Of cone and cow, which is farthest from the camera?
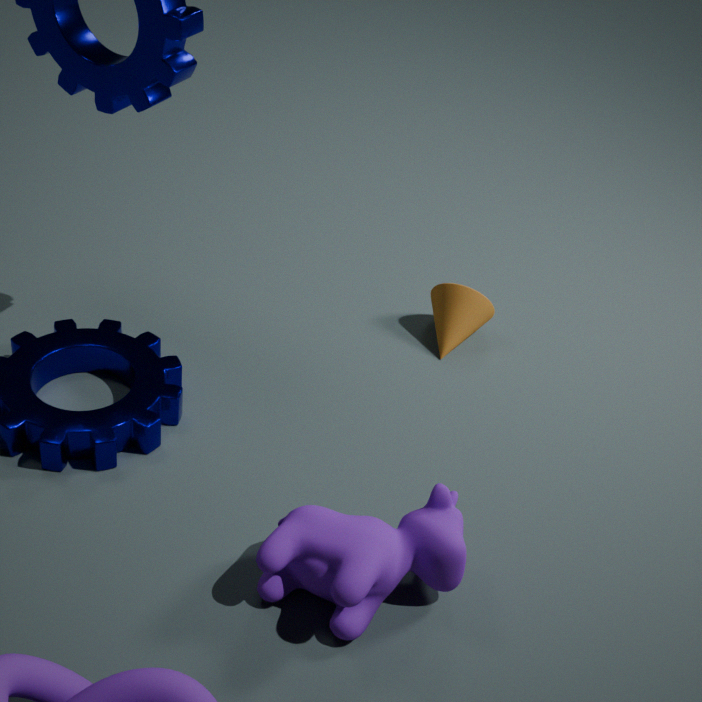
cone
